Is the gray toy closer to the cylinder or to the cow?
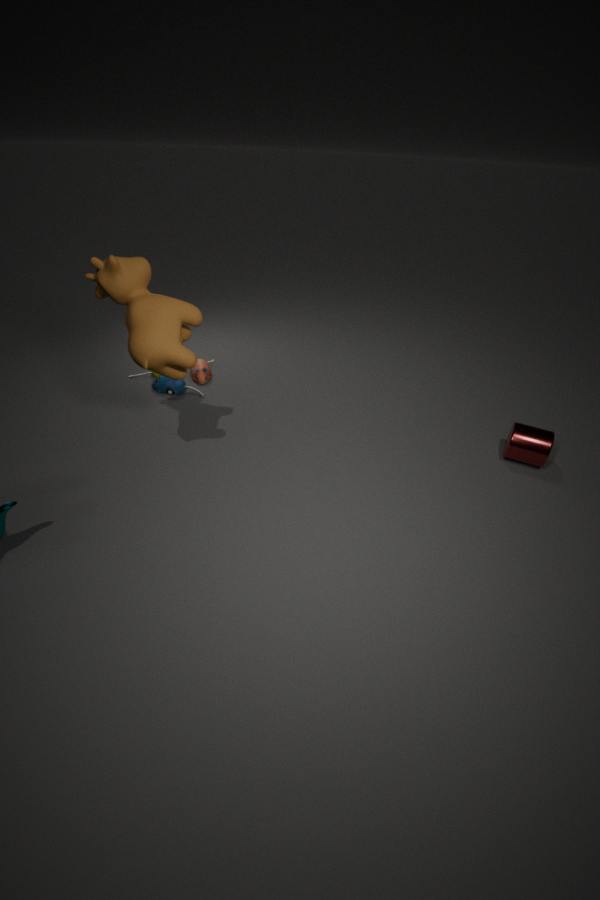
the cow
